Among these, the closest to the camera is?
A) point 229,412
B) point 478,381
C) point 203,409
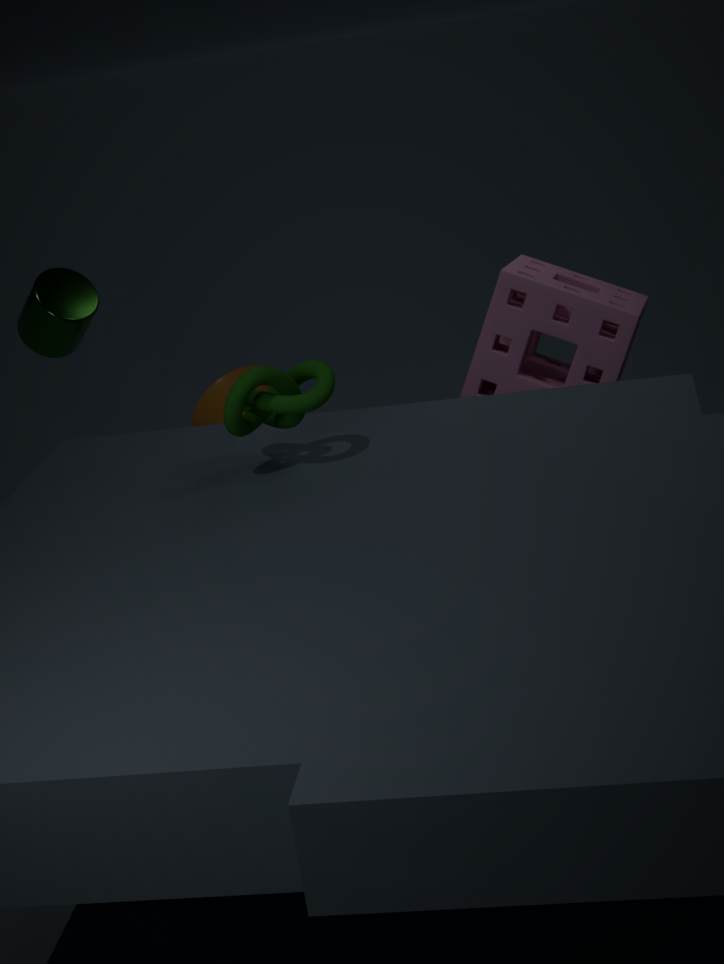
point 229,412
